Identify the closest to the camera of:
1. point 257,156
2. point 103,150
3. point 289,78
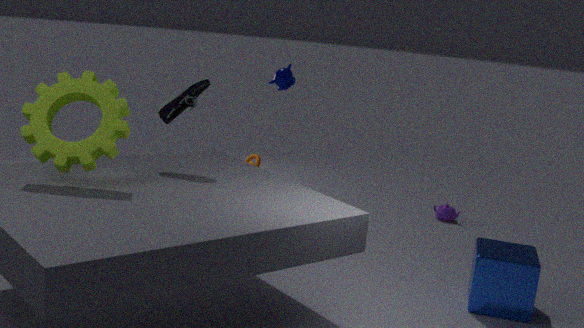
point 103,150
